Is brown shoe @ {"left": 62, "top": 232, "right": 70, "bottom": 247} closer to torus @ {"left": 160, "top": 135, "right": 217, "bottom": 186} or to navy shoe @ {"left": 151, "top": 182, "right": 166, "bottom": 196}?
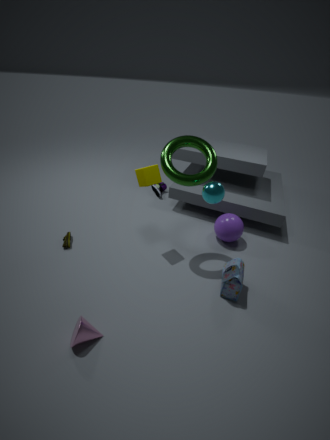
torus @ {"left": 160, "top": 135, "right": 217, "bottom": 186}
